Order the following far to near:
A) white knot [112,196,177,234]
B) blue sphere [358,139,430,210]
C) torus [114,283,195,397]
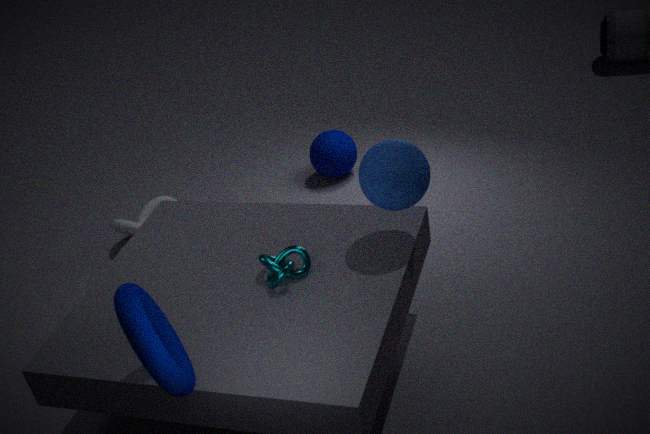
white knot [112,196,177,234] → blue sphere [358,139,430,210] → torus [114,283,195,397]
